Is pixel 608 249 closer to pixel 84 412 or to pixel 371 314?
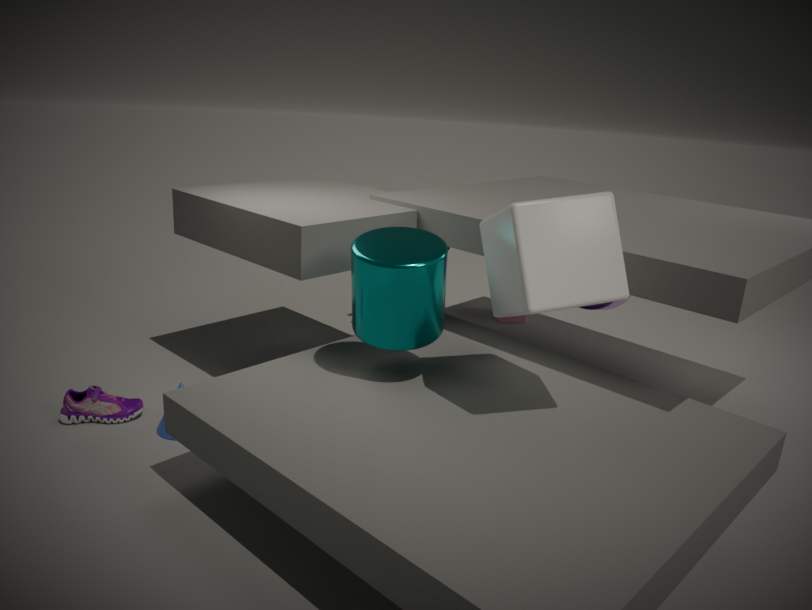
pixel 371 314
